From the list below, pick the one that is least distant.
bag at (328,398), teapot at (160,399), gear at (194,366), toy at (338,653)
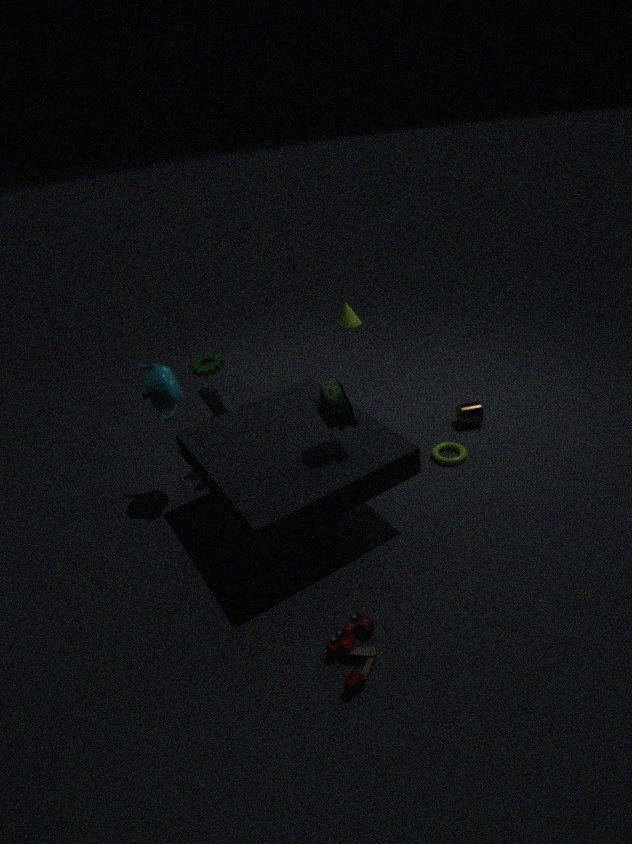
toy at (338,653)
